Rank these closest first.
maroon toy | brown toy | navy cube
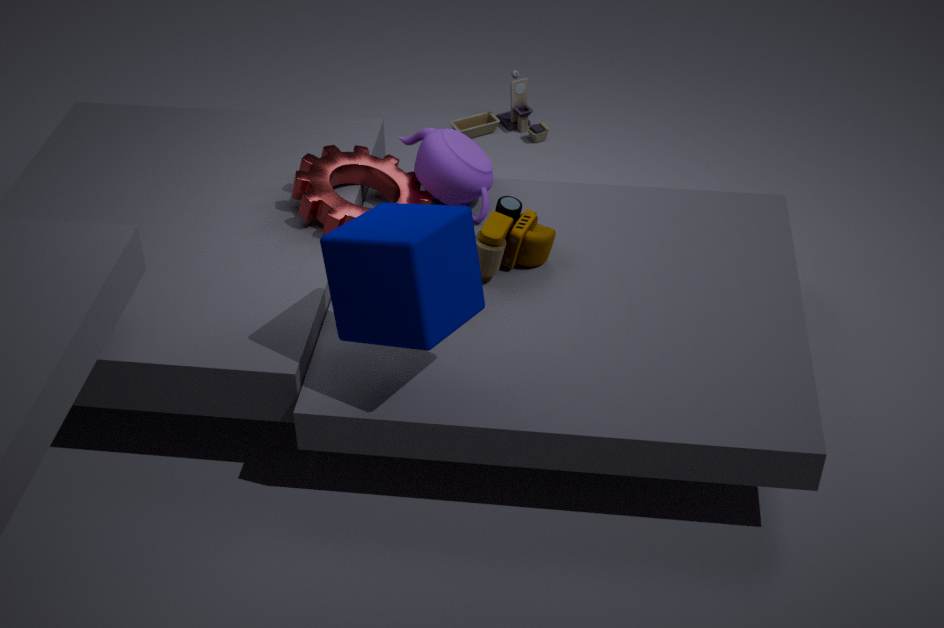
navy cube → maroon toy → brown toy
